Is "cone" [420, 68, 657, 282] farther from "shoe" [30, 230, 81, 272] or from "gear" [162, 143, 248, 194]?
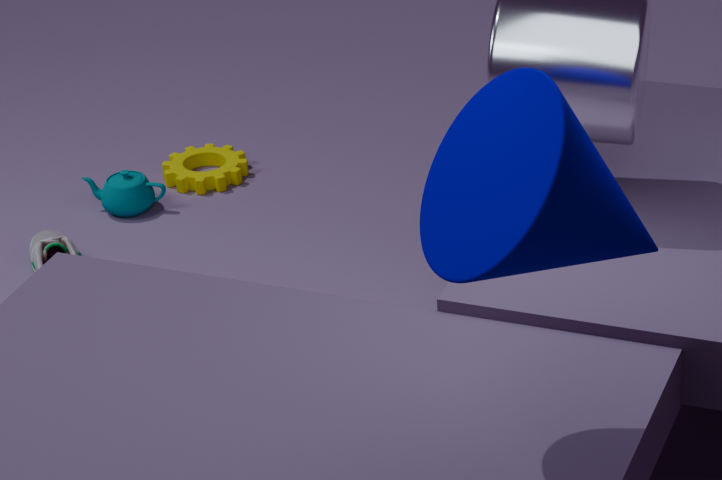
"gear" [162, 143, 248, 194]
